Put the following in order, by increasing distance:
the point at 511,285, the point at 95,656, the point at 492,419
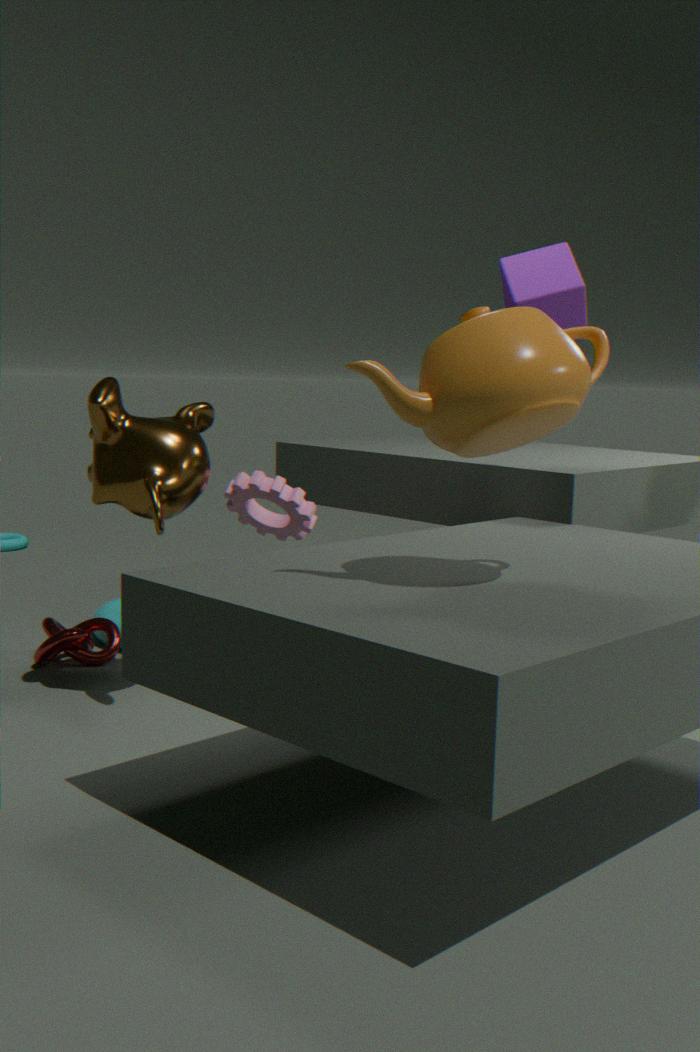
the point at 492,419, the point at 511,285, the point at 95,656
